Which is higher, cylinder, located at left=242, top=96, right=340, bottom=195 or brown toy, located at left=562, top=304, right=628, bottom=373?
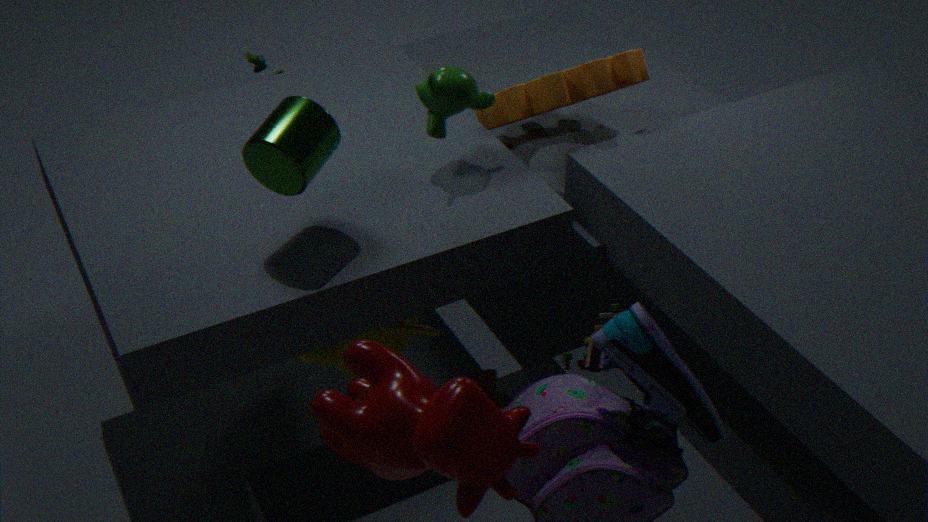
cylinder, located at left=242, top=96, right=340, bottom=195
